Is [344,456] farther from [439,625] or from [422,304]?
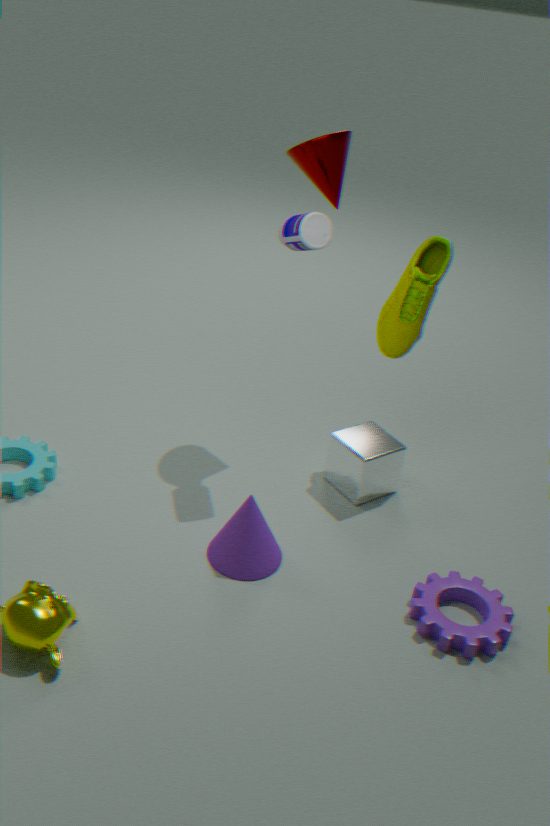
[439,625]
